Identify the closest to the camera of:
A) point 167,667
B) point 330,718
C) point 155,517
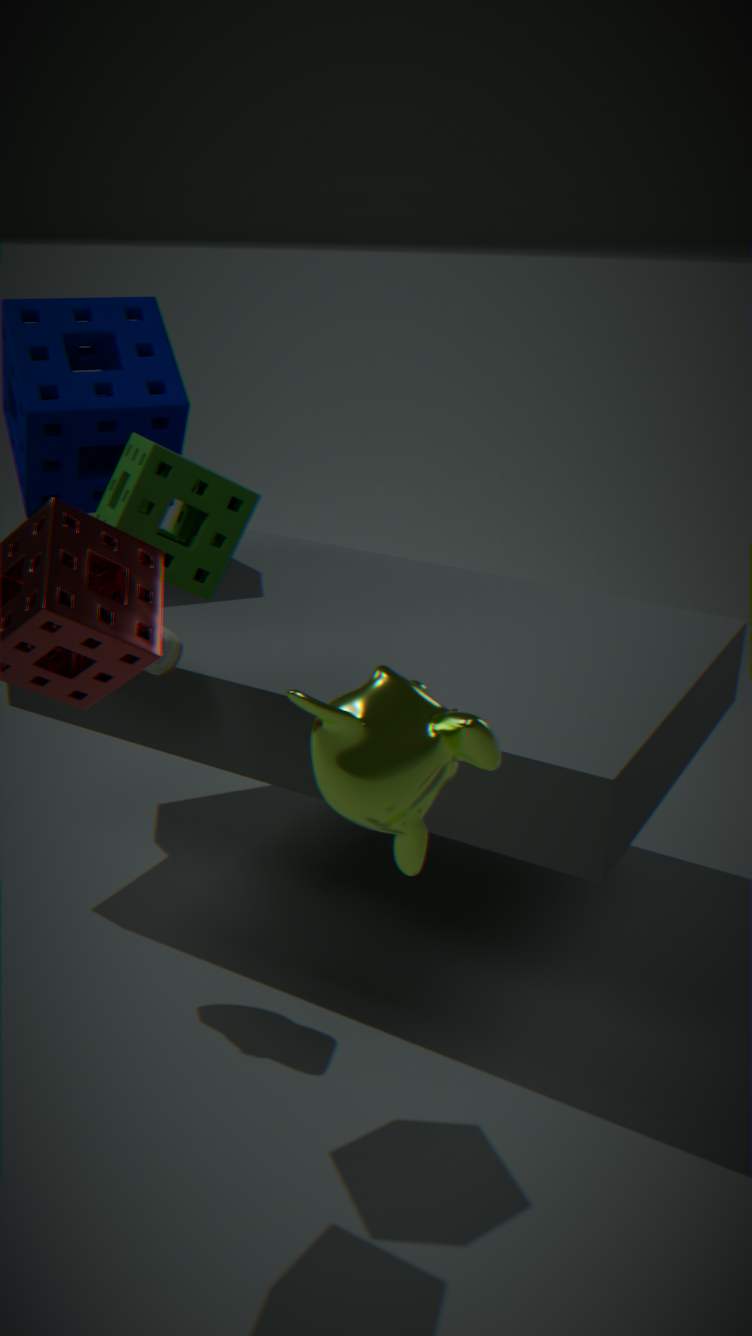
B. point 330,718
